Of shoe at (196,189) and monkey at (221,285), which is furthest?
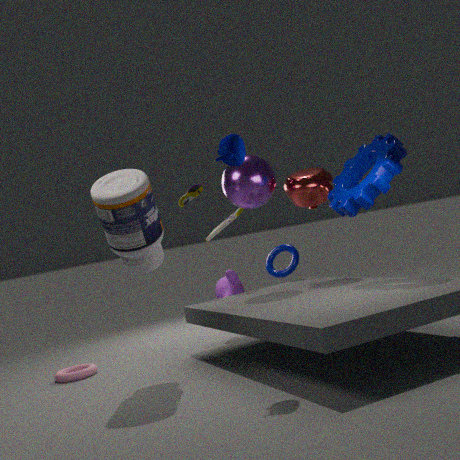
monkey at (221,285)
